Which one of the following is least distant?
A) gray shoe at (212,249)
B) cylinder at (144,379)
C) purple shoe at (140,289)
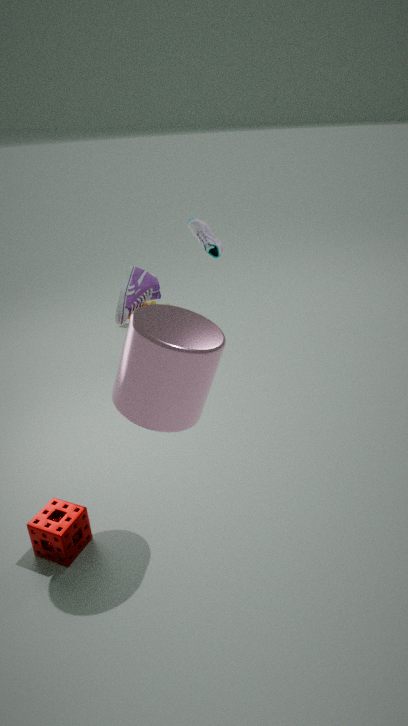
cylinder at (144,379)
